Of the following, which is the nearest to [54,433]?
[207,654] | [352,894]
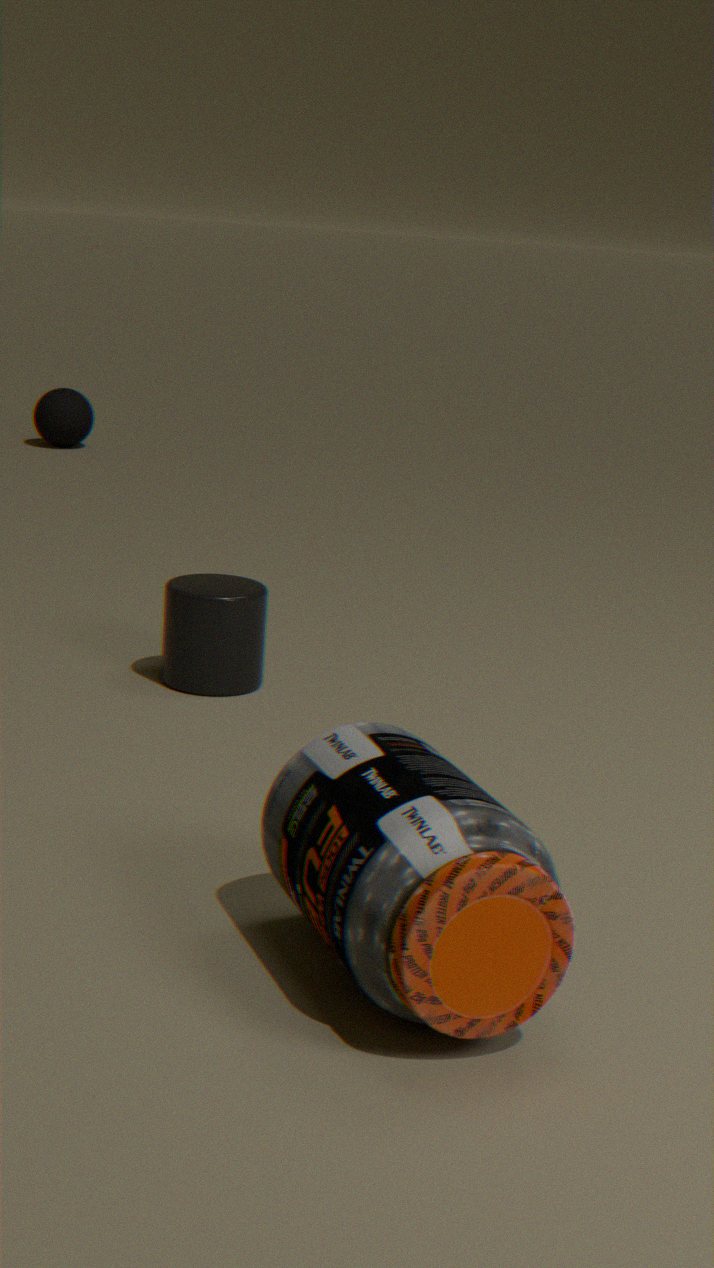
[207,654]
